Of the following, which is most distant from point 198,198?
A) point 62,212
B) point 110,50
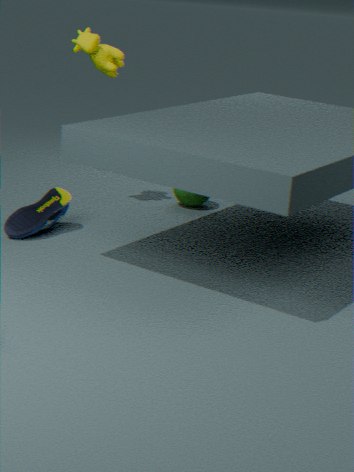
Result: point 62,212
